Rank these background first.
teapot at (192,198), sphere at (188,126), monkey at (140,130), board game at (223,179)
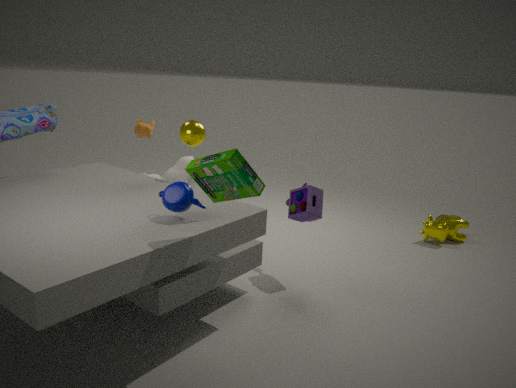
monkey at (140,130), sphere at (188,126), teapot at (192,198), board game at (223,179)
